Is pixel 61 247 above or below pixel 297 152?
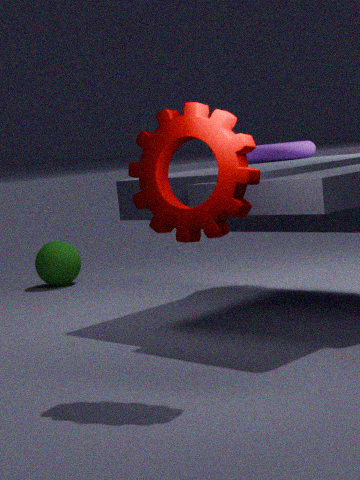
below
